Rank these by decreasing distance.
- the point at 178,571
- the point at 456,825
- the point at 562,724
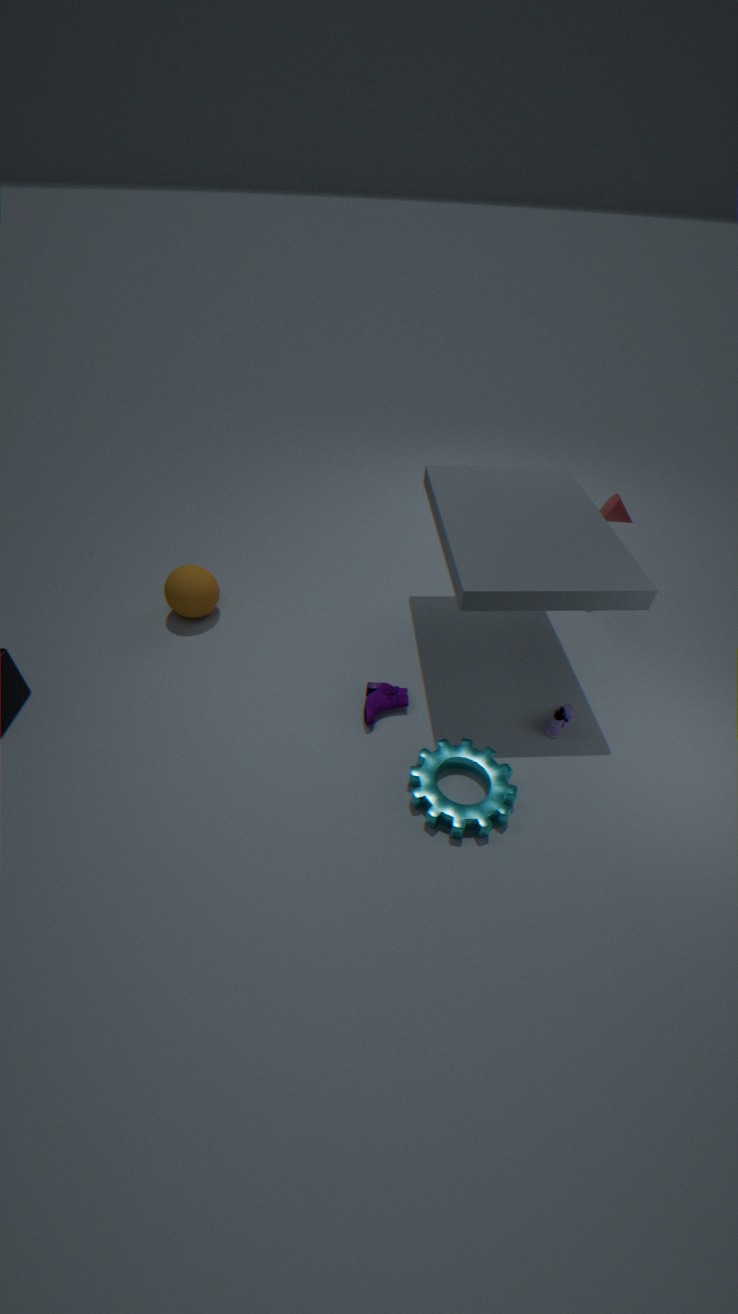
the point at 178,571 < the point at 562,724 < the point at 456,825
